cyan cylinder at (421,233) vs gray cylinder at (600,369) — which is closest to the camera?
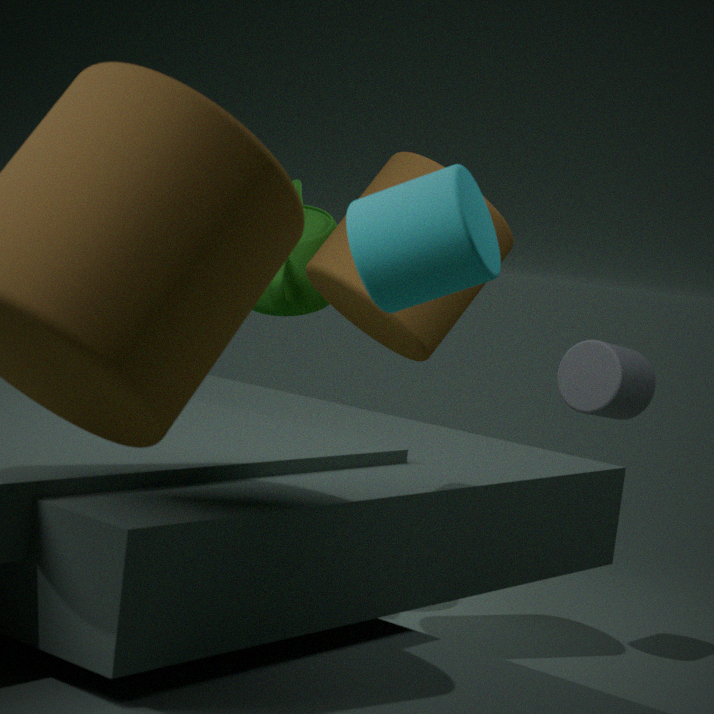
cyan cylinder at (421,233)
